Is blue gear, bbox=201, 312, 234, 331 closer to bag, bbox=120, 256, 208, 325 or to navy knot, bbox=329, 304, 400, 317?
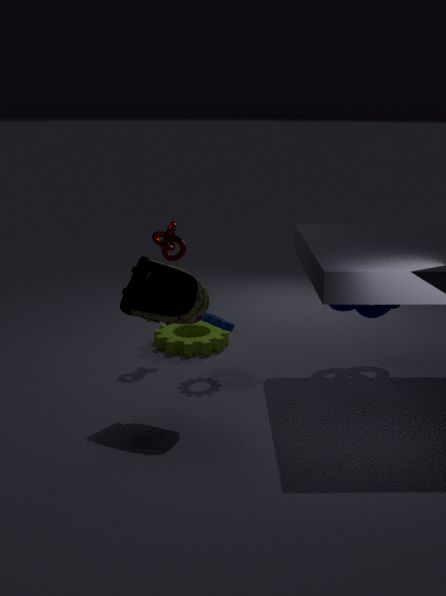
bag, bbox=120, 256, 208, 325
